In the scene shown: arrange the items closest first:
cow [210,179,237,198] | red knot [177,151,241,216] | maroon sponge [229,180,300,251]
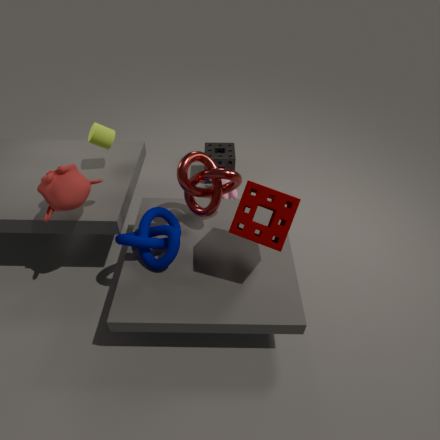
maroon sponge [229,180,300,251] → red knot [177,151,241,216] → cow [210,179,237,198]
